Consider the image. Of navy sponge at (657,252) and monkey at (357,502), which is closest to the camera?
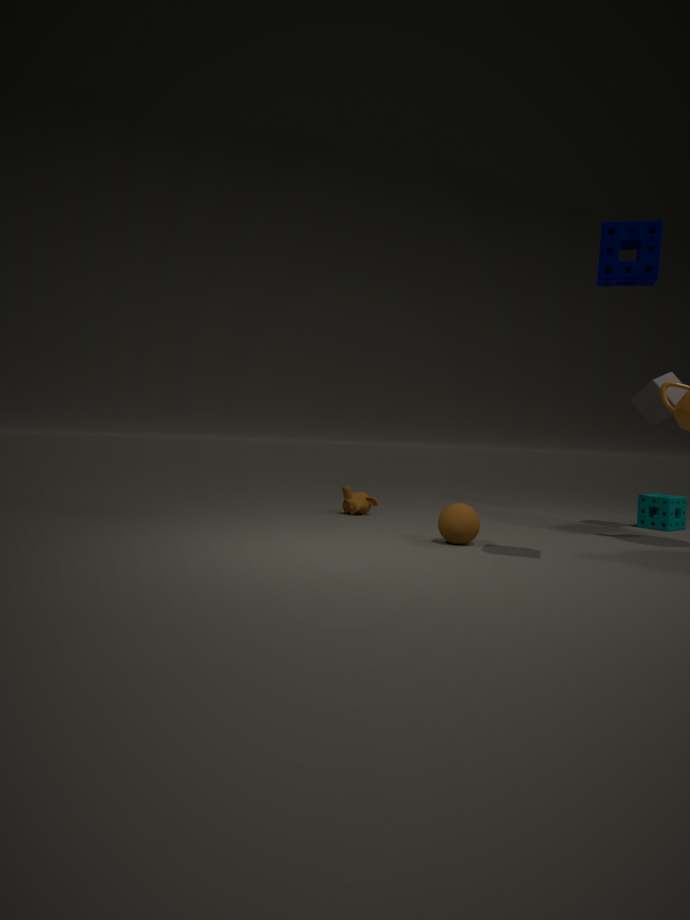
navy sponge at (657,252)
